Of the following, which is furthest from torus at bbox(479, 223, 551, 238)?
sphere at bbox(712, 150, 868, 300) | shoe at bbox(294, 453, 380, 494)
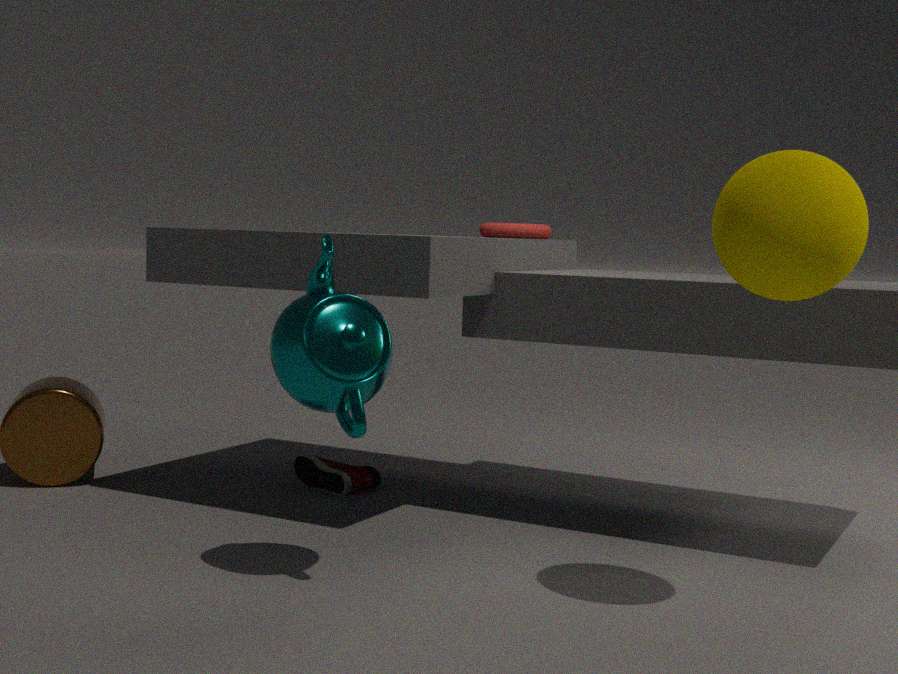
sphere at bbox(712, 150, 868, 300)
